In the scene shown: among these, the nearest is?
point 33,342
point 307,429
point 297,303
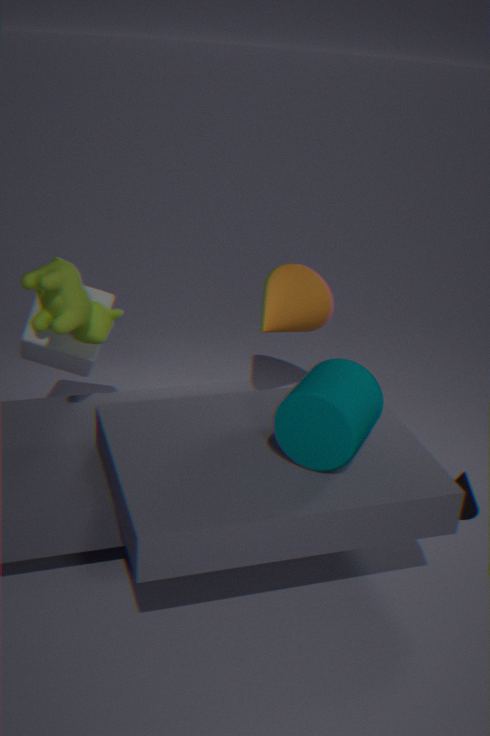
point 307,429
